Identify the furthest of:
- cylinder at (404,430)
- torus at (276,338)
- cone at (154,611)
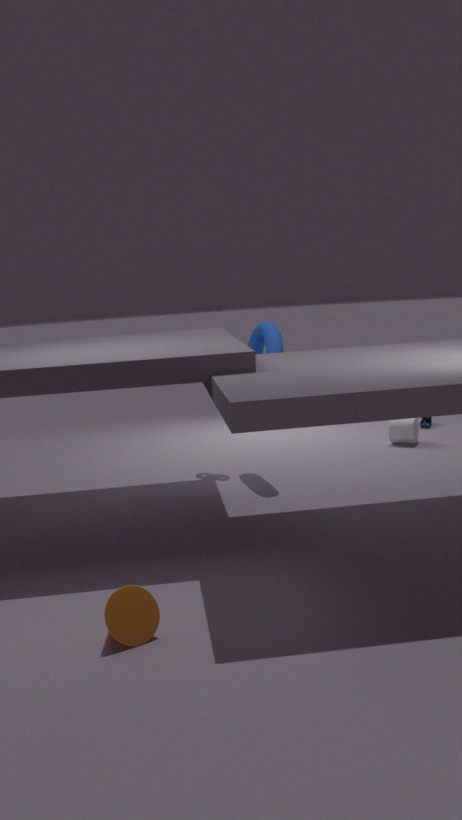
cylinder at (404,430)
